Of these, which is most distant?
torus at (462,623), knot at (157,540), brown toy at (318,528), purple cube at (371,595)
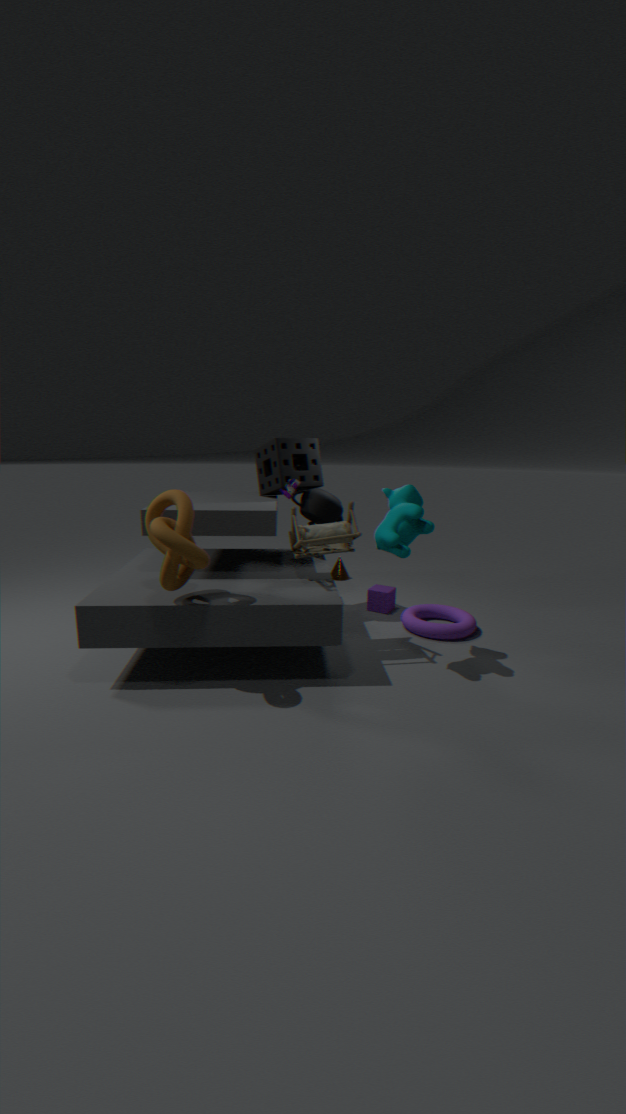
purple cube at (371,595)
